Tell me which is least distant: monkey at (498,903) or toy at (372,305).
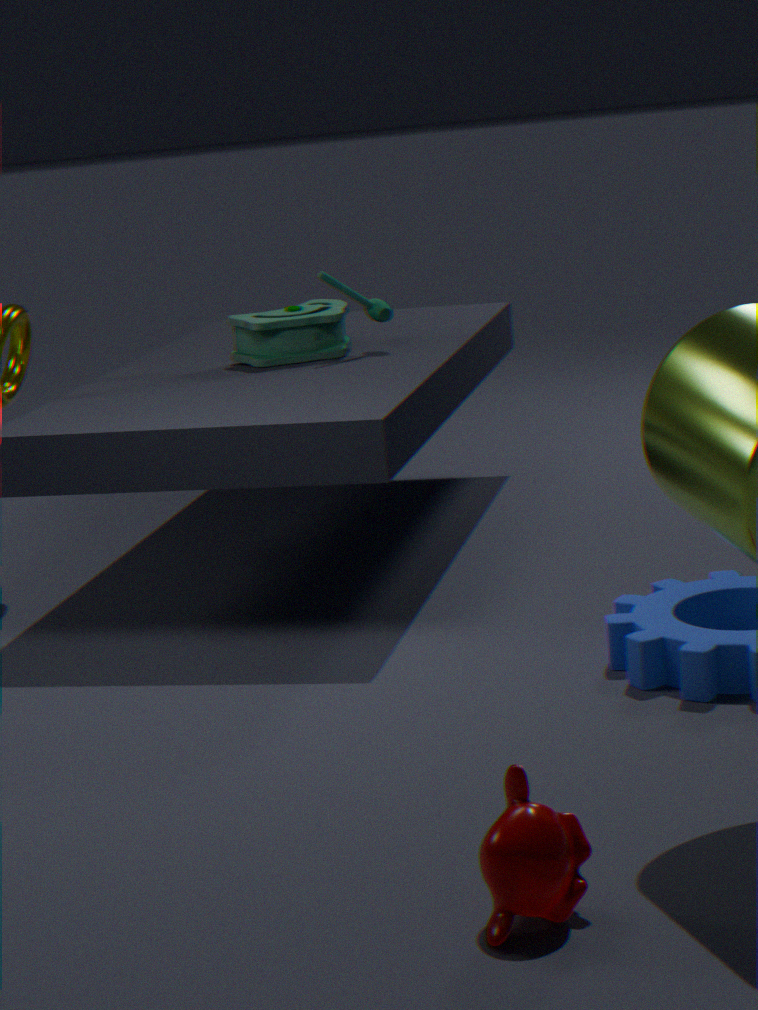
monkey at (498,903)
